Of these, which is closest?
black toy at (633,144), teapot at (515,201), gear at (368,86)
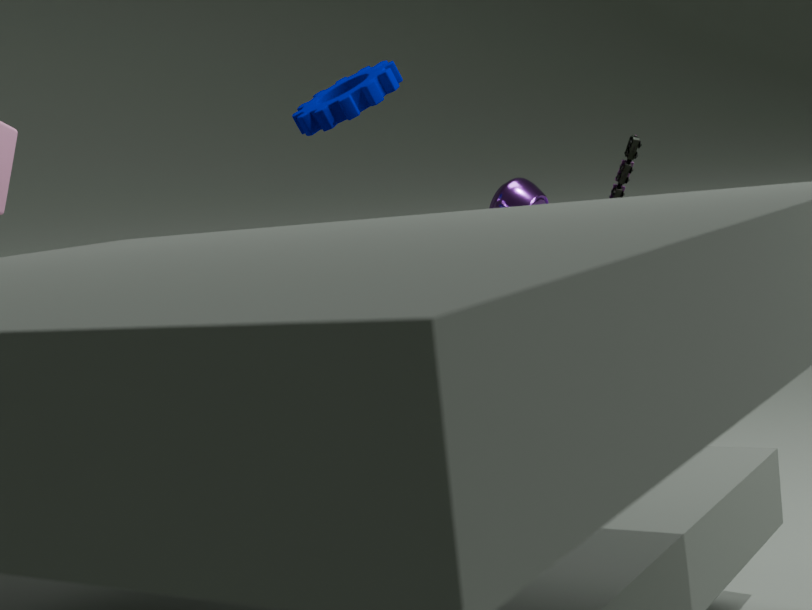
gear at (368,86)
